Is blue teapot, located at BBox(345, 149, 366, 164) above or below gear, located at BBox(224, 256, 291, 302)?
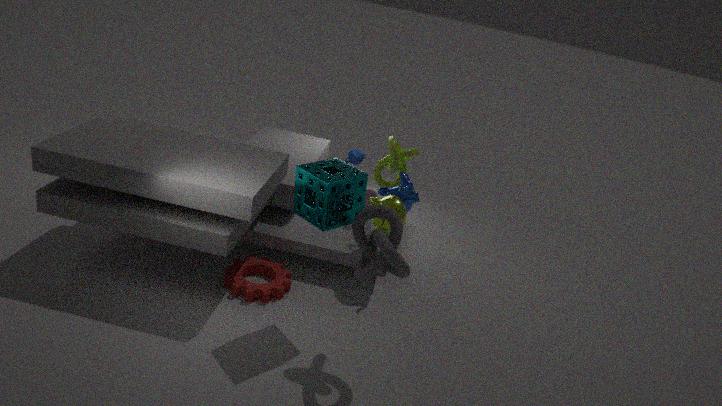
above
